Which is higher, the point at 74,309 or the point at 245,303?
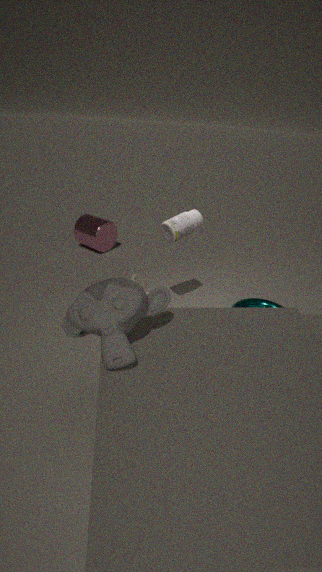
the point at 74,309
